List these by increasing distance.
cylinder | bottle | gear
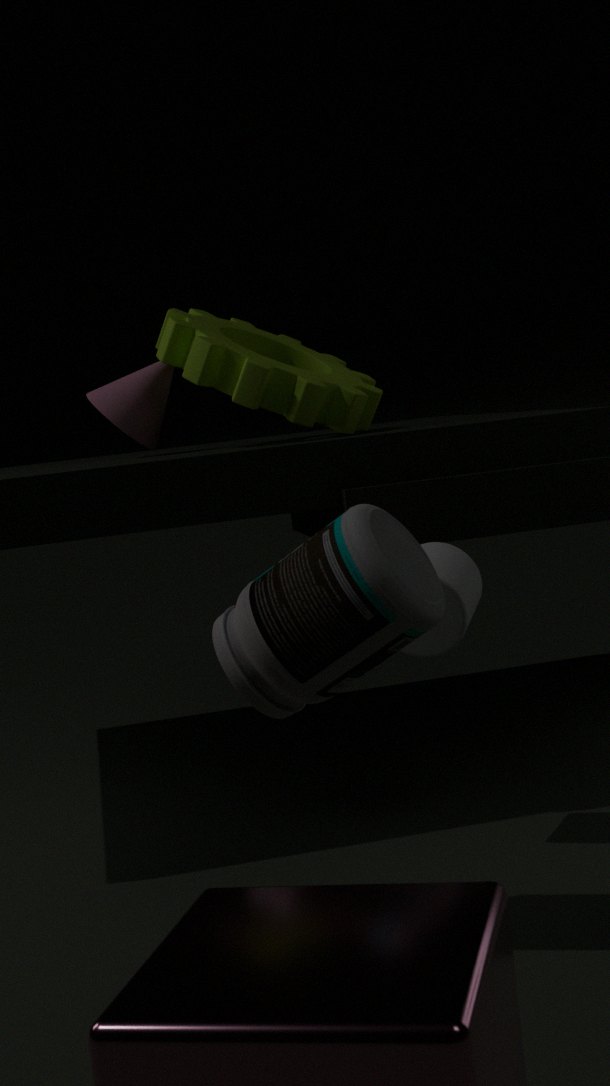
bottle < cylinder < gear
